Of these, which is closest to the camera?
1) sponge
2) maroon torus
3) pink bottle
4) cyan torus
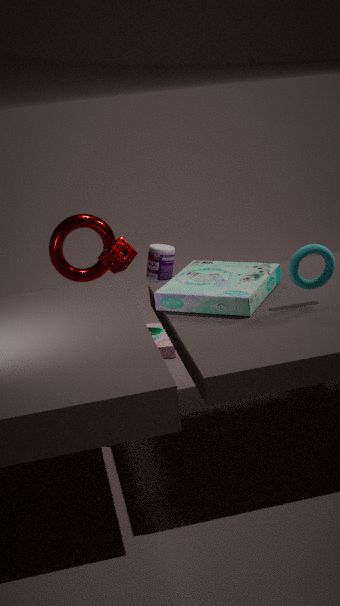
4. cyan torus
